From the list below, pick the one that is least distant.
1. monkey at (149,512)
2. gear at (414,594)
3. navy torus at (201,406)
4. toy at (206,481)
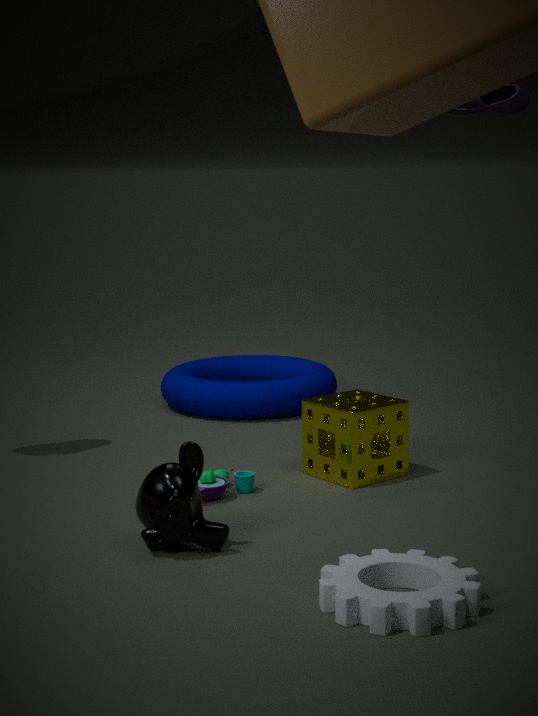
gear at (414,594)
